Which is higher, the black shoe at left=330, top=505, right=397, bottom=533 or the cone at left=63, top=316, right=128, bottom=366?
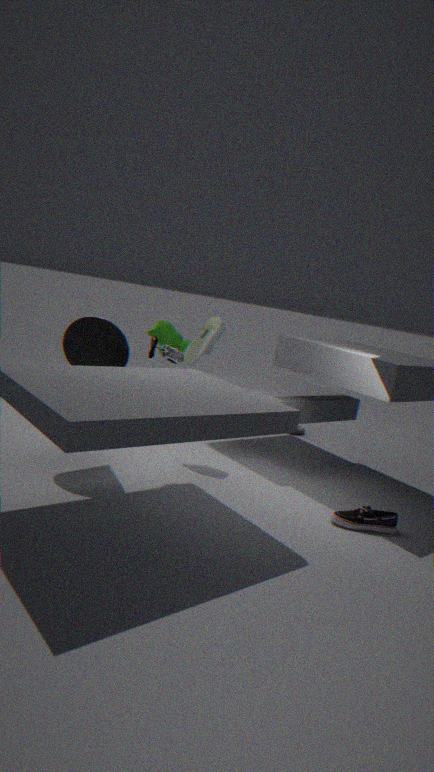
the cone at left=63, top=316, right=128, bottom=366
